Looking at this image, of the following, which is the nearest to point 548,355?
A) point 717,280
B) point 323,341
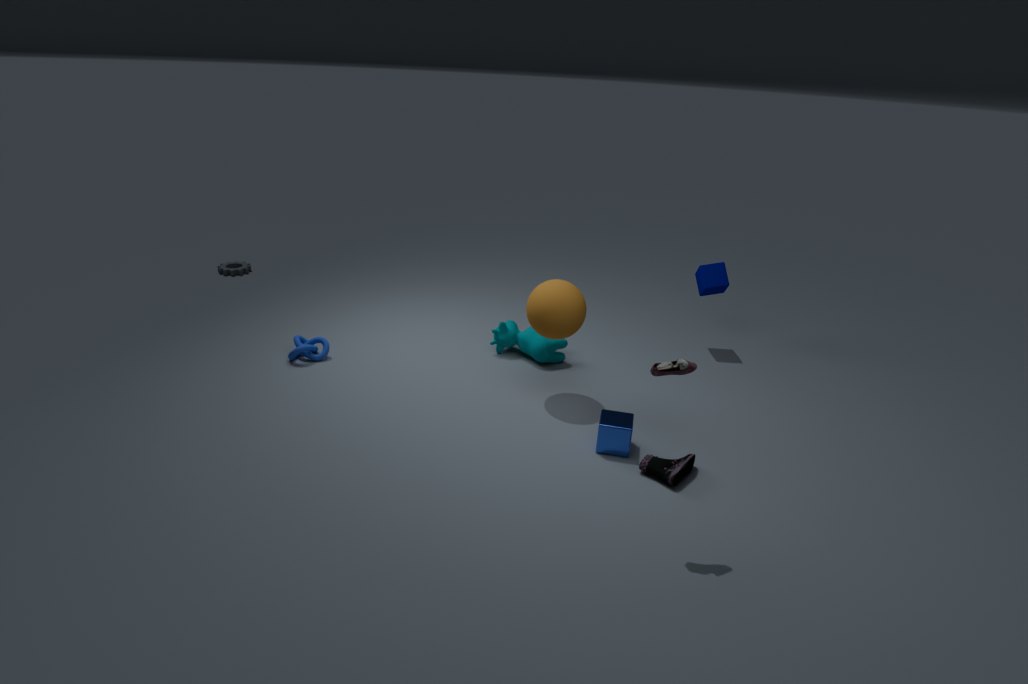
point 717,280
